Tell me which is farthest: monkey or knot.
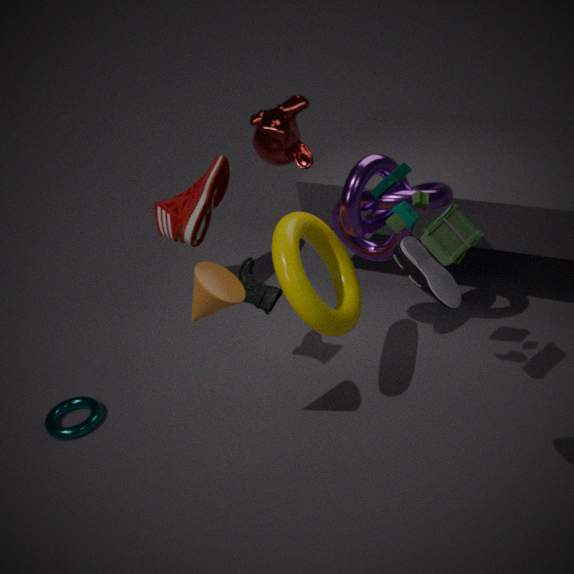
monkey
